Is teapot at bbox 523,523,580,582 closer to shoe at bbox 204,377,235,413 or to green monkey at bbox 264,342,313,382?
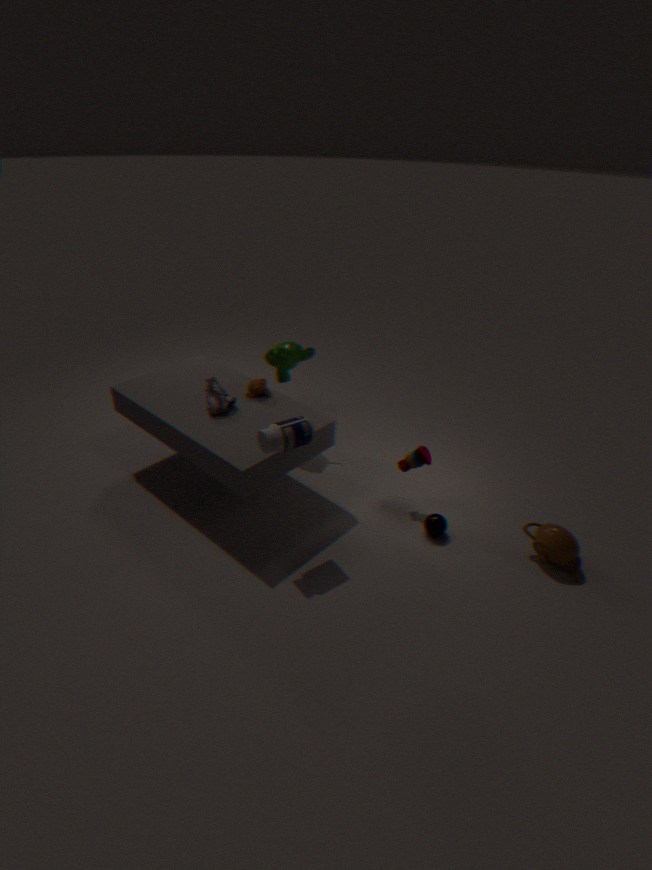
green monkey at bbox 264,342,313,382
